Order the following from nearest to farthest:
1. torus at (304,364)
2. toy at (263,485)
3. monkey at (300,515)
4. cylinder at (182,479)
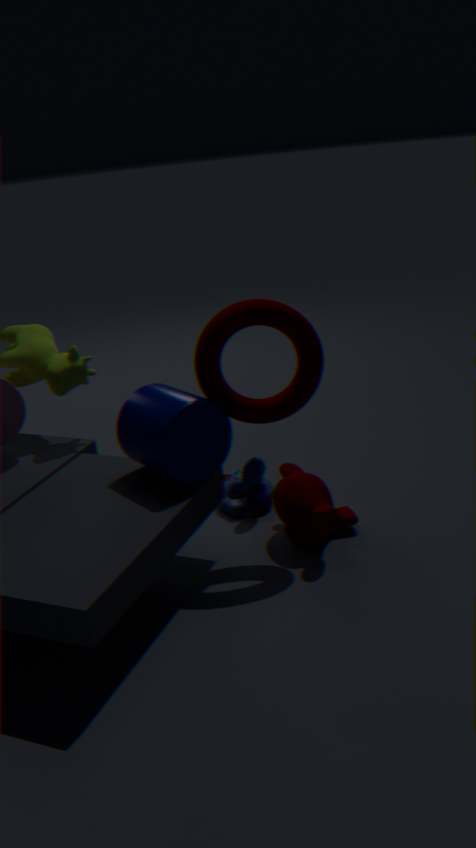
cylinder at (182,479), torus at (304,364), monkey at (300,515), toy at (263,485)
